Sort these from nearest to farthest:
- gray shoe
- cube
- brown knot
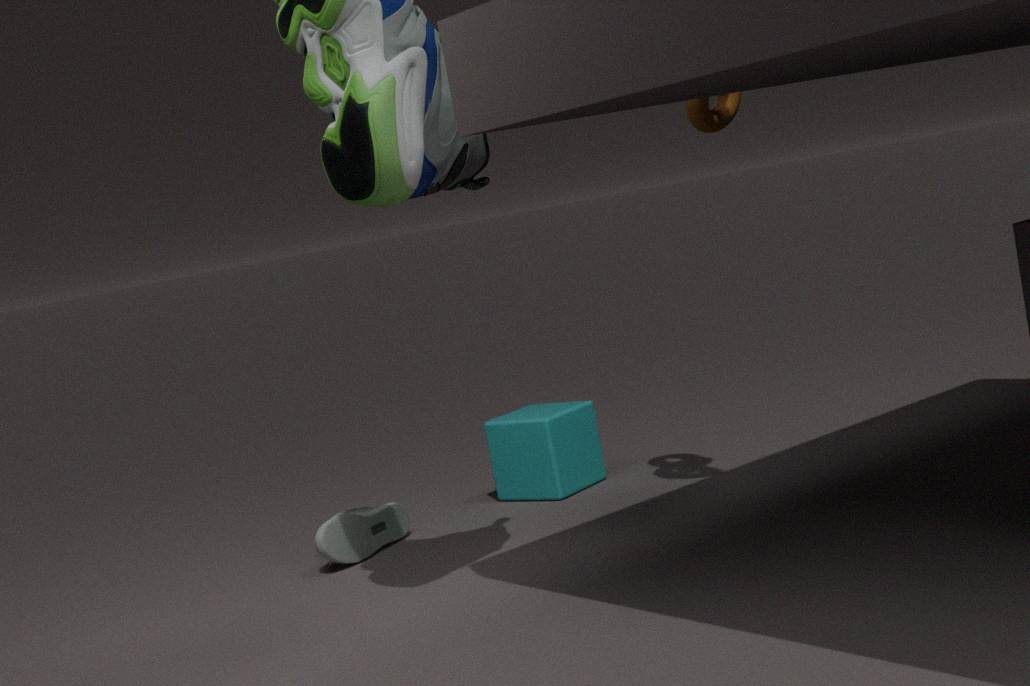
brown knot < gray shoe < cube
